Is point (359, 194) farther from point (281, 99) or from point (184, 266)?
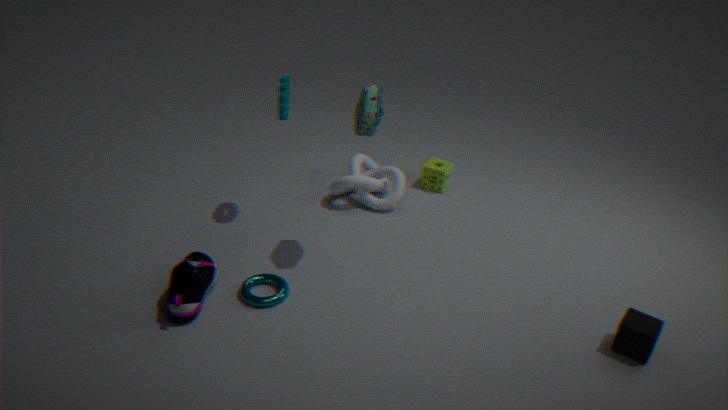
point (184, 266)
